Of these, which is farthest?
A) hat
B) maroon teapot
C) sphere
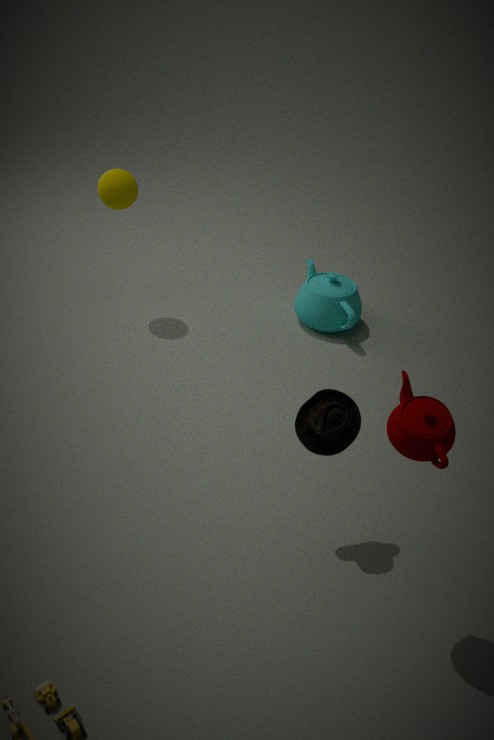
sphere
